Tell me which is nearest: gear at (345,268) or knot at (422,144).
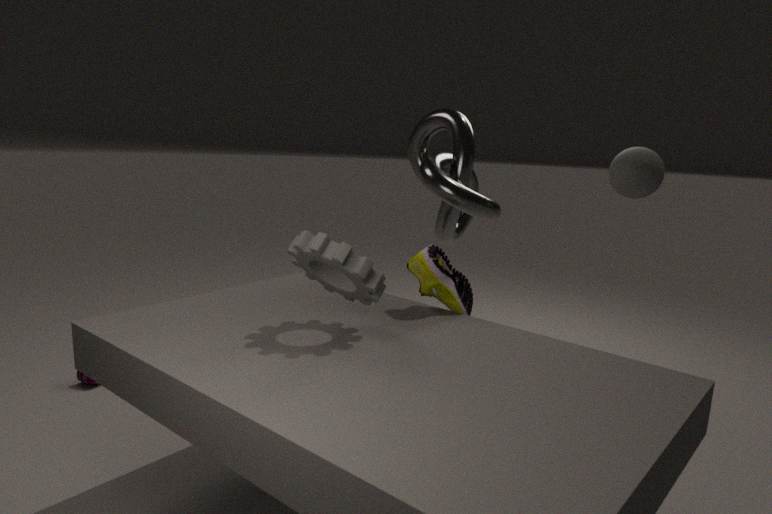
gear at (345,268)
